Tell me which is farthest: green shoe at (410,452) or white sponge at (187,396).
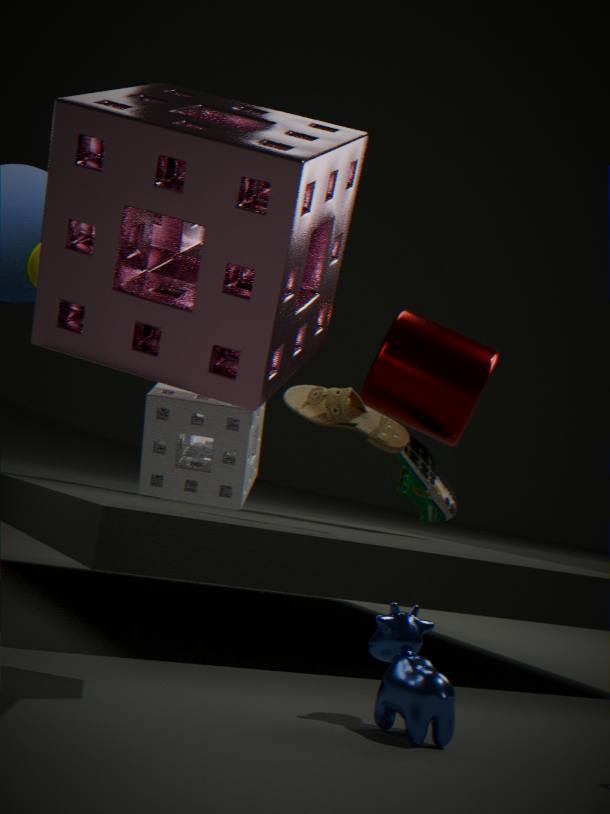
green shoe at (410,452)
